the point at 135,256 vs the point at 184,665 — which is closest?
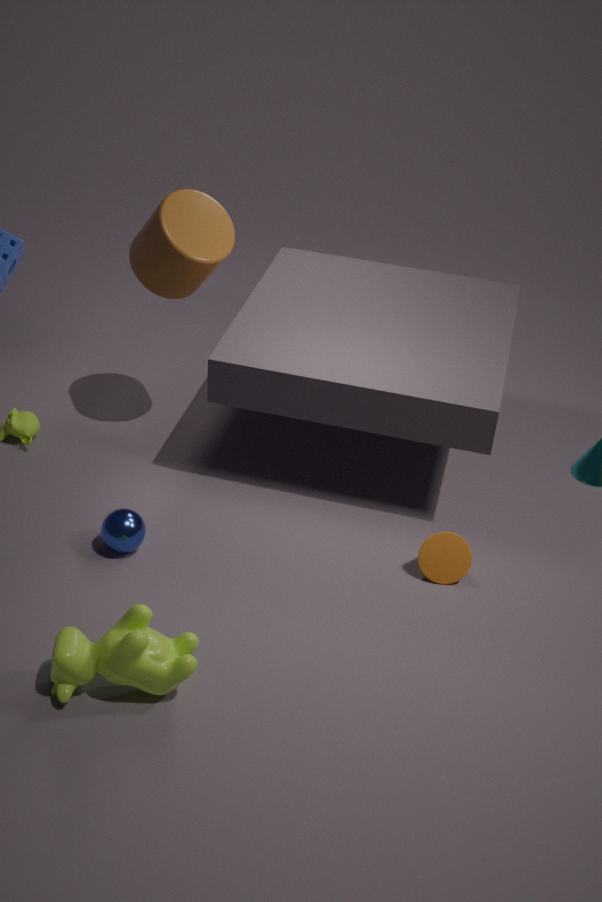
the point at 184,665
